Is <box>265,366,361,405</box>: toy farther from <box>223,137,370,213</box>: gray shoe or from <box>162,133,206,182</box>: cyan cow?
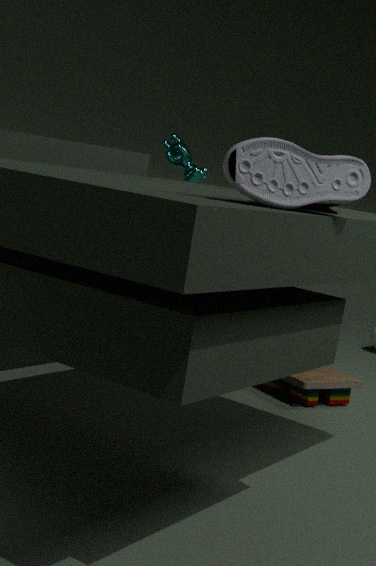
<box>223,137,370,213</box>: gray shoe
